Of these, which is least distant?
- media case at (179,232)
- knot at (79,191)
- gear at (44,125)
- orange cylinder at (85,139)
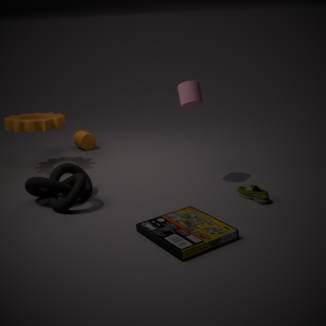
media case at (179,232)
